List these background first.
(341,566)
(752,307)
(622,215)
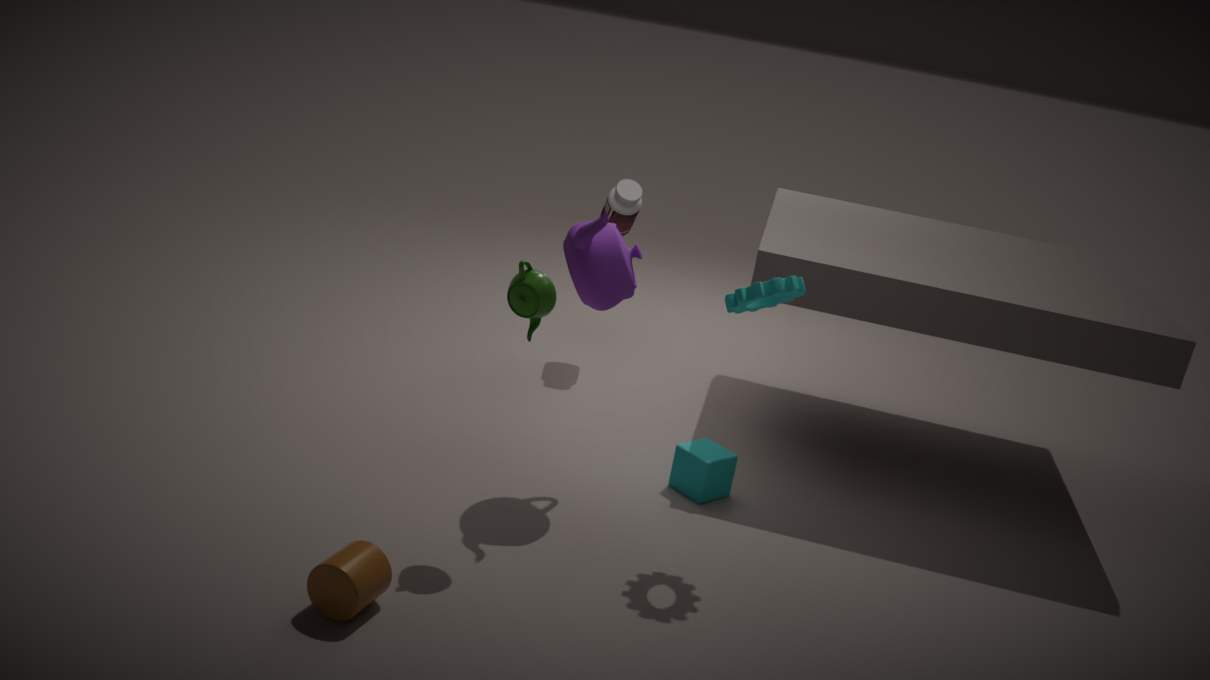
(622,215) → (752,307) → (341,566)
